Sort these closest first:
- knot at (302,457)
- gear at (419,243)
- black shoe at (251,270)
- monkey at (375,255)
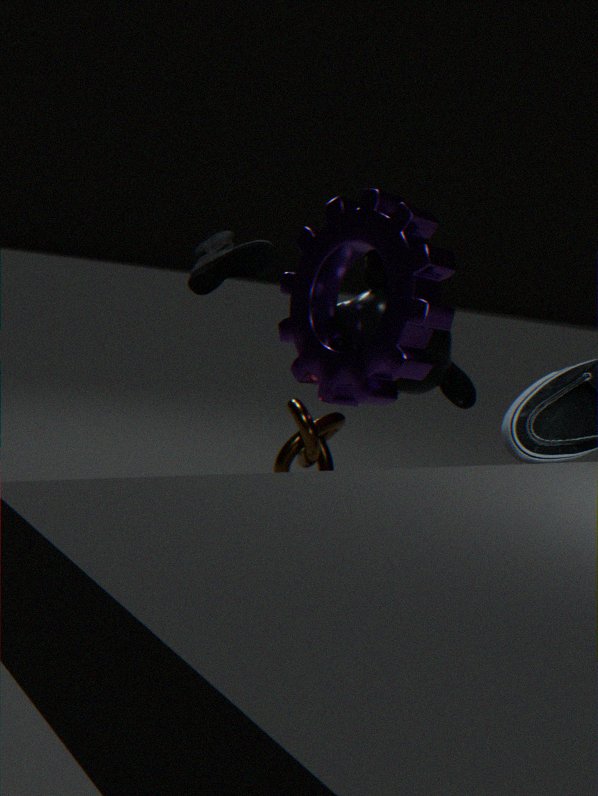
black shoe at (251,270), gear at (419,243), knot at (302,457), monkey at (375,255)
